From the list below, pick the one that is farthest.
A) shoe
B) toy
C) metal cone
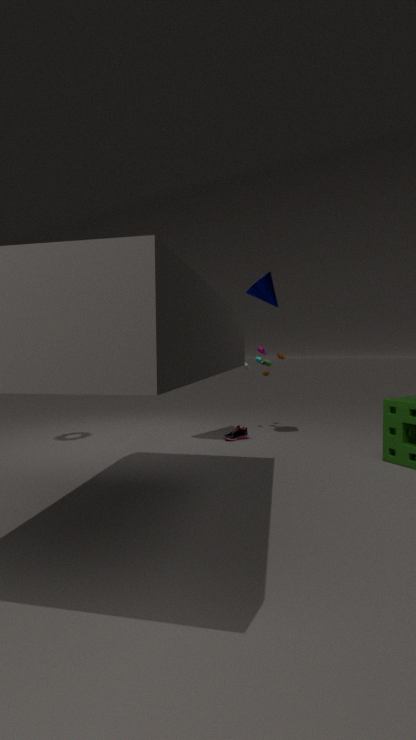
toy
